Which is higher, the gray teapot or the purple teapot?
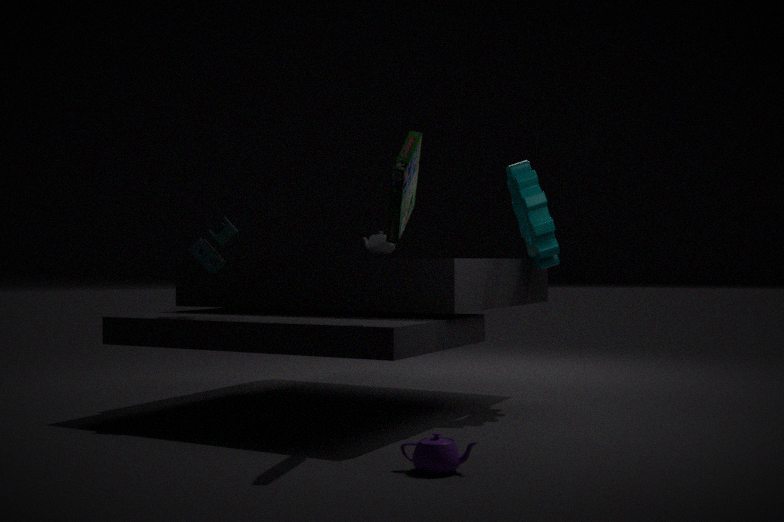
the gray teapot
